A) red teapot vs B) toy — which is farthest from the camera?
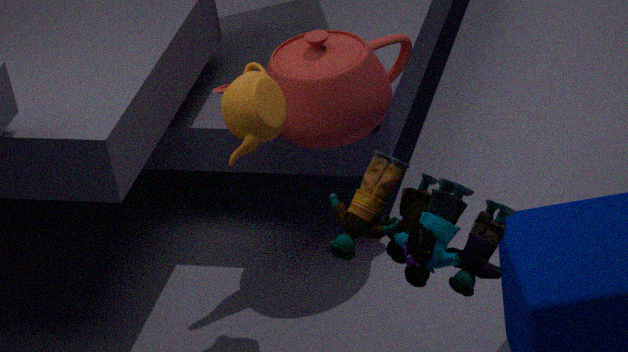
A. red teapot
